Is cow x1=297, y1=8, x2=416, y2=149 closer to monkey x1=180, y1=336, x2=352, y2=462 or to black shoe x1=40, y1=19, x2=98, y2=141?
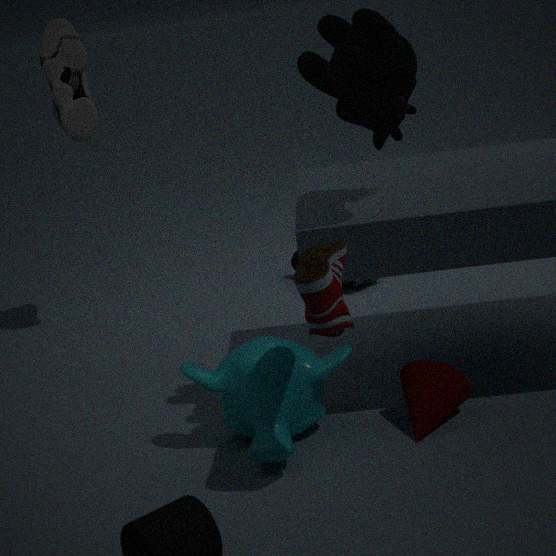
monkey x1=180, y1=336, x2=352, y2=462
